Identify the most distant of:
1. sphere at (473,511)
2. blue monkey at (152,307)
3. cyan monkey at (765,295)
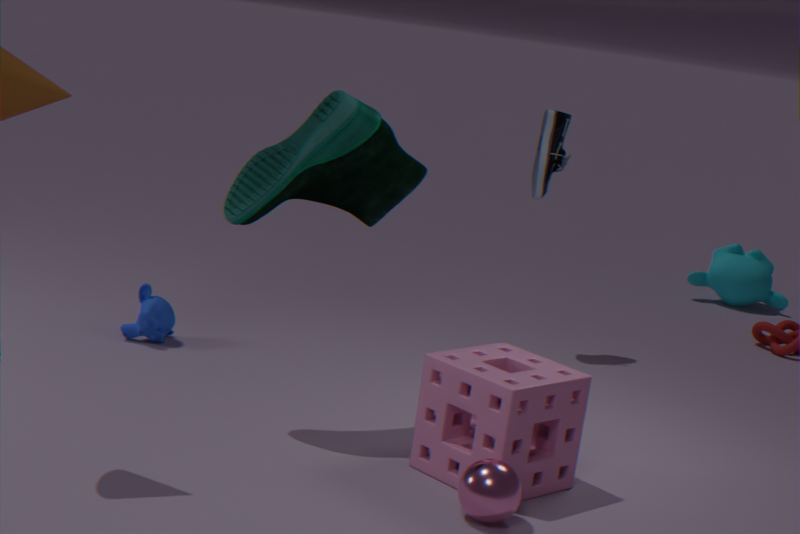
cyan monkey at (765,295)
